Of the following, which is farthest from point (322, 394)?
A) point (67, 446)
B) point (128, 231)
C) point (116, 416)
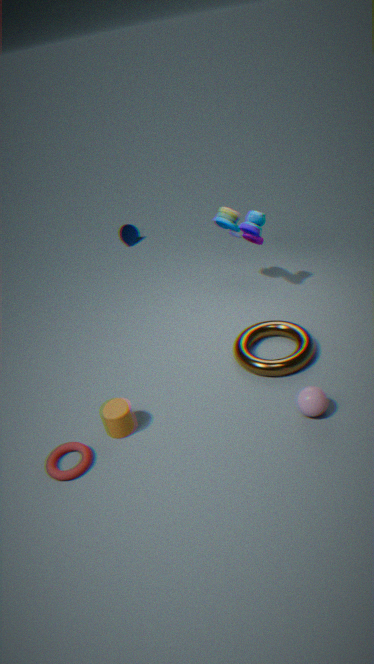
point (128, 231)
